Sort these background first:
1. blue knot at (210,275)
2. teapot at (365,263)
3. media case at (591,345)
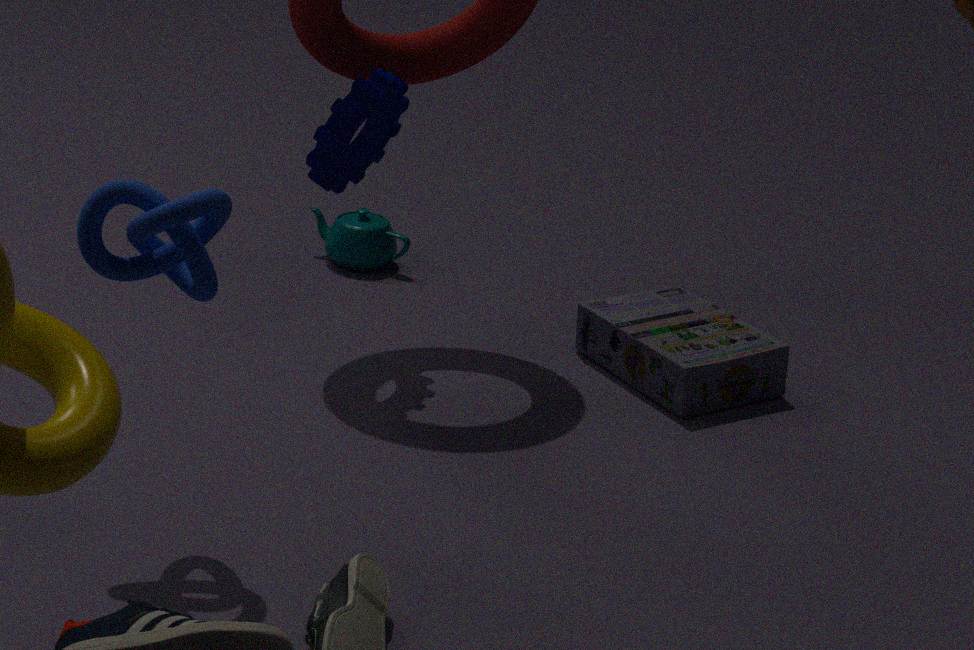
teapot at (365,263) < media case at (591,345) < blue knot at (210,275)
